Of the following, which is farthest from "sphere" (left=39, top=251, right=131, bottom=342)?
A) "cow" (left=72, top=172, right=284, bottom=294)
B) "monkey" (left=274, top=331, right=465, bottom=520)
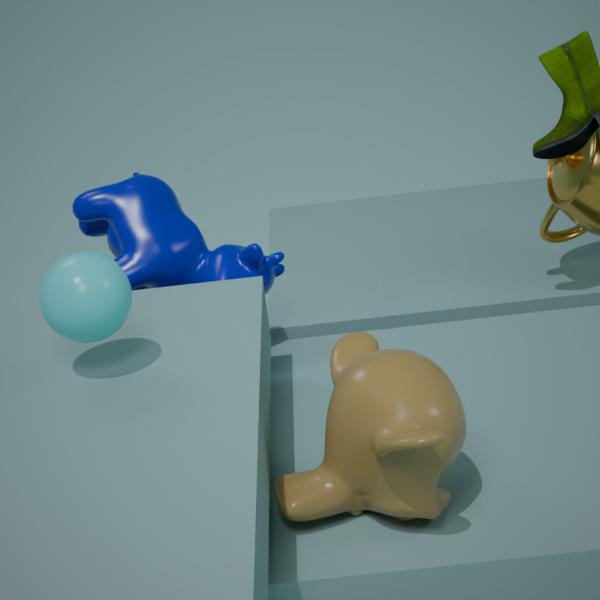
"cow" (left=72, top=172, right=284, bottom=294)
